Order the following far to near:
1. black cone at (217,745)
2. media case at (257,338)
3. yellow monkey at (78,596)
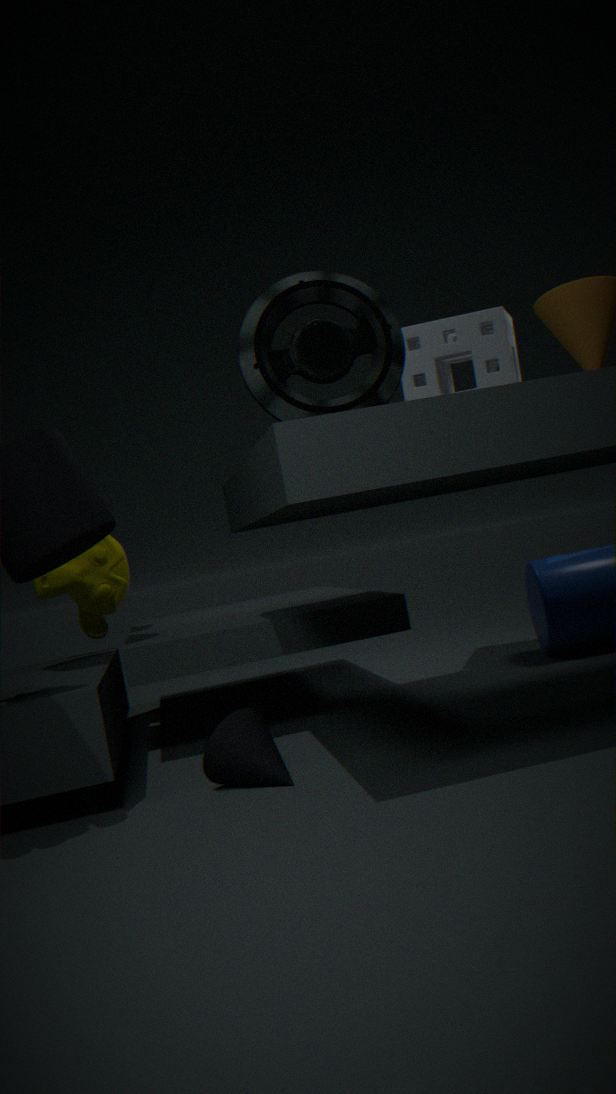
yellow monkey at (78,596) < black cone at (217,745) < media case at (257,338)
